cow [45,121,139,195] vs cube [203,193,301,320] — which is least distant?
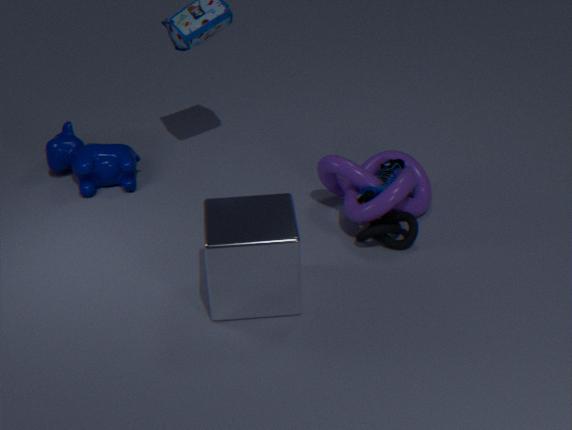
cube [203,193,301,320]
